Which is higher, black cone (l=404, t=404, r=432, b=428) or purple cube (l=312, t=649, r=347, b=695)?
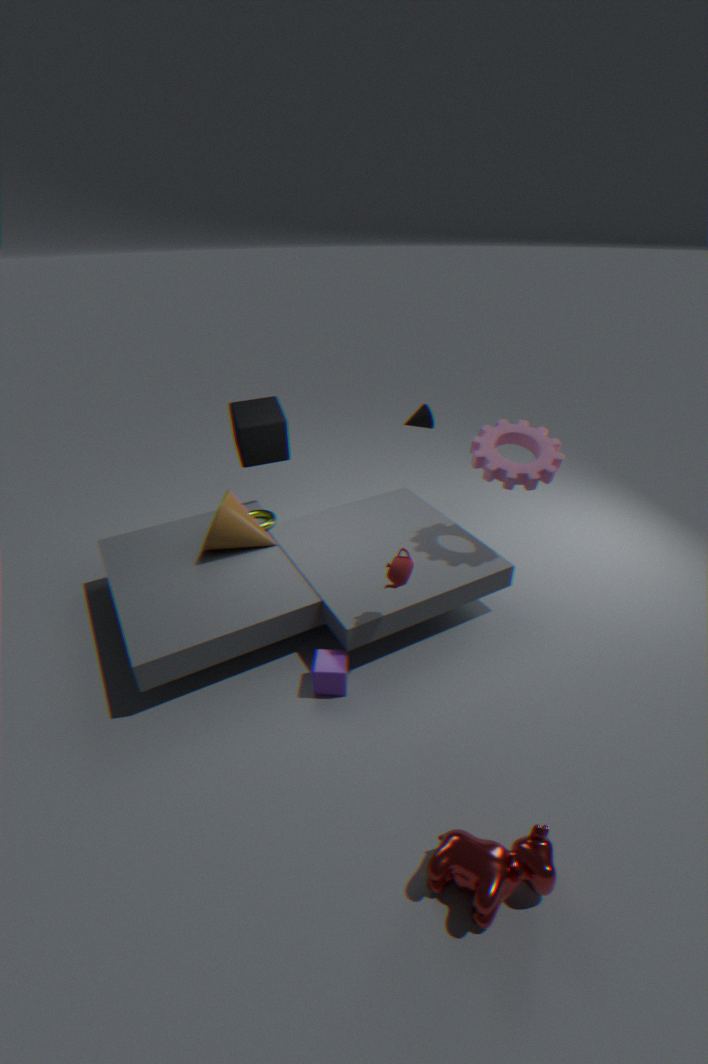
black cone (l=404, t=404, r=432, b=428)
